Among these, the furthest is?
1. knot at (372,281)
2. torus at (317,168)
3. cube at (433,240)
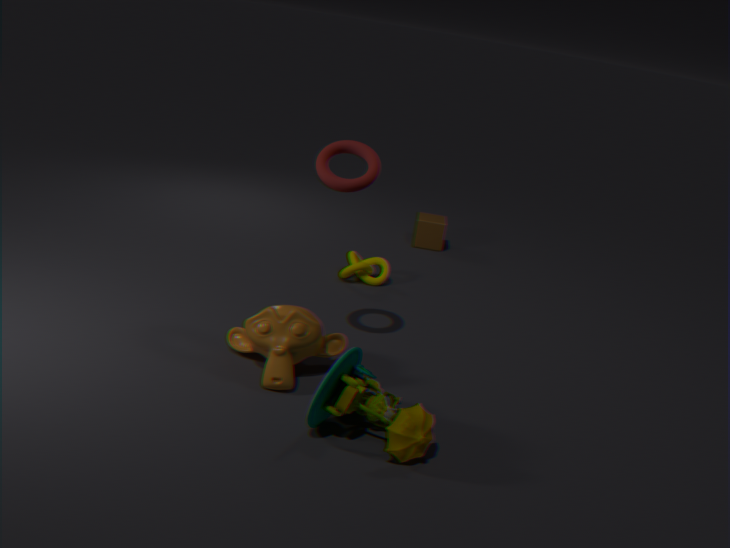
cube at (433,240)
